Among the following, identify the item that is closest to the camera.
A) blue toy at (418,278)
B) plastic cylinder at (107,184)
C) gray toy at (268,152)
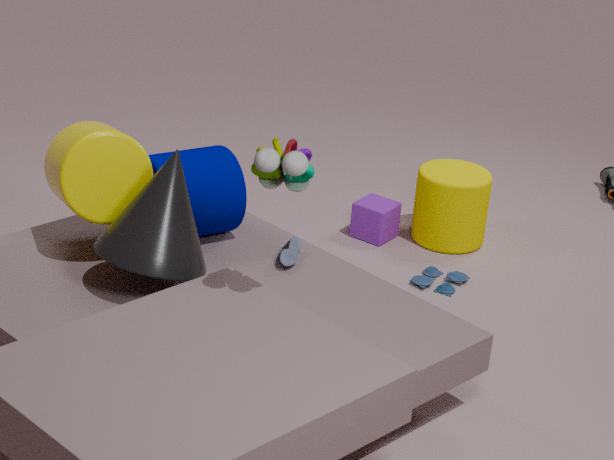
gray toy at (268,152)
